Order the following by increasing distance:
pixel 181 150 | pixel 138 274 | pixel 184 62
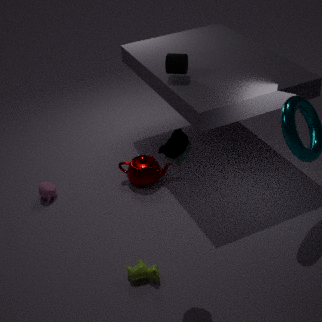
1. pixel 181 150
2. pixel 138 274
3. pixel 184 62
